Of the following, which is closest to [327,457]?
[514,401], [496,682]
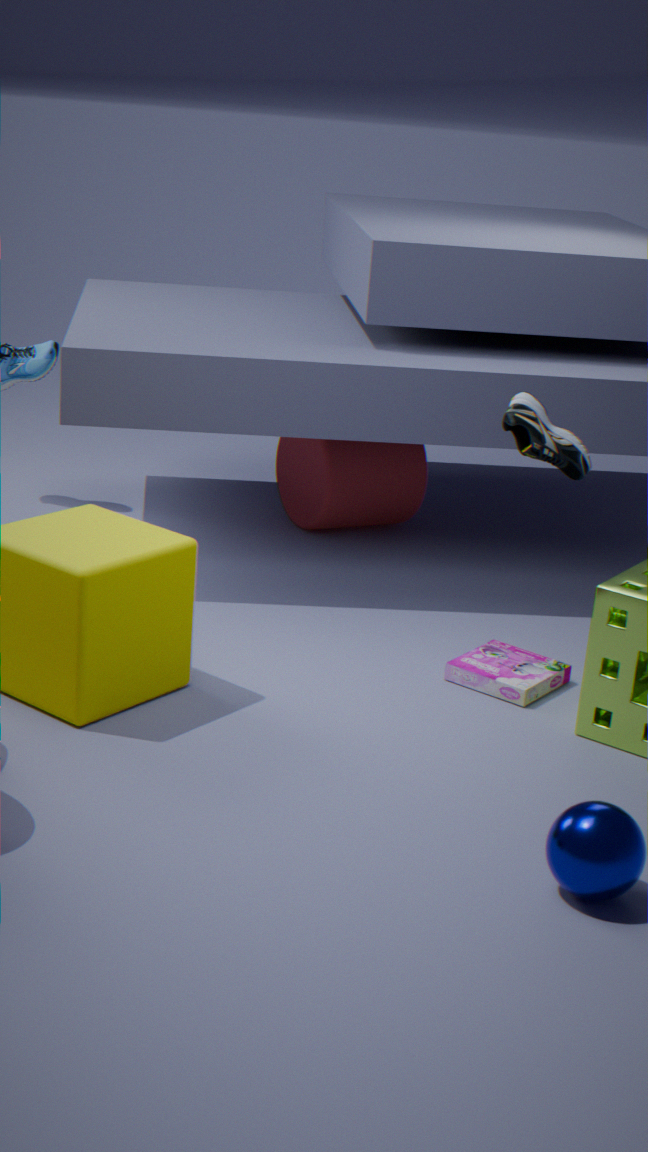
[496,682]
